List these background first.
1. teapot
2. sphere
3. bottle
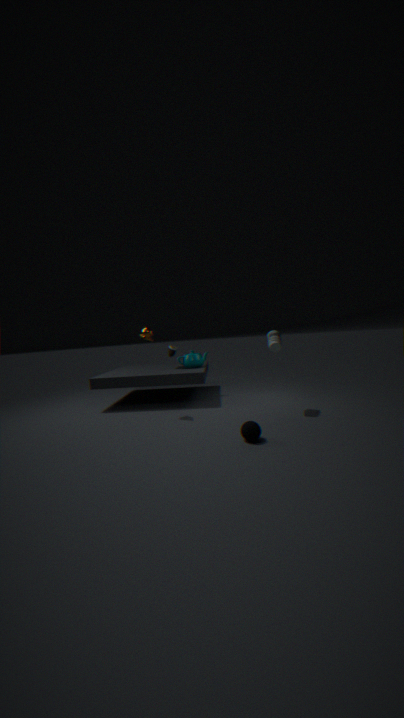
1. teapot
2. bottle
3. sphere
